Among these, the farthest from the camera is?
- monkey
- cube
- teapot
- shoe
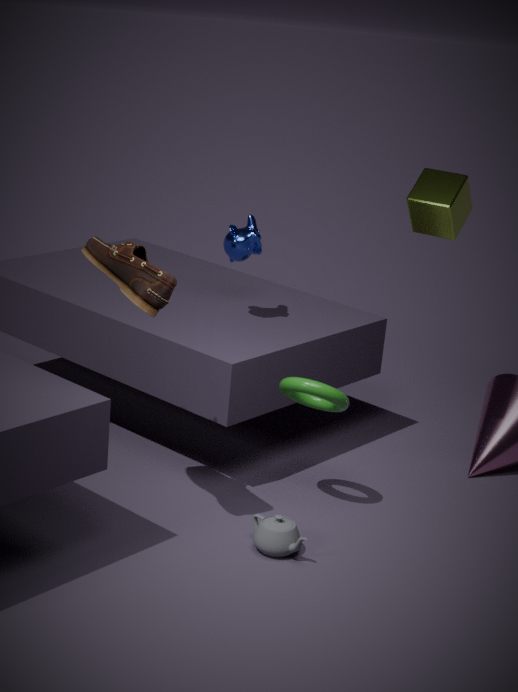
monkey
